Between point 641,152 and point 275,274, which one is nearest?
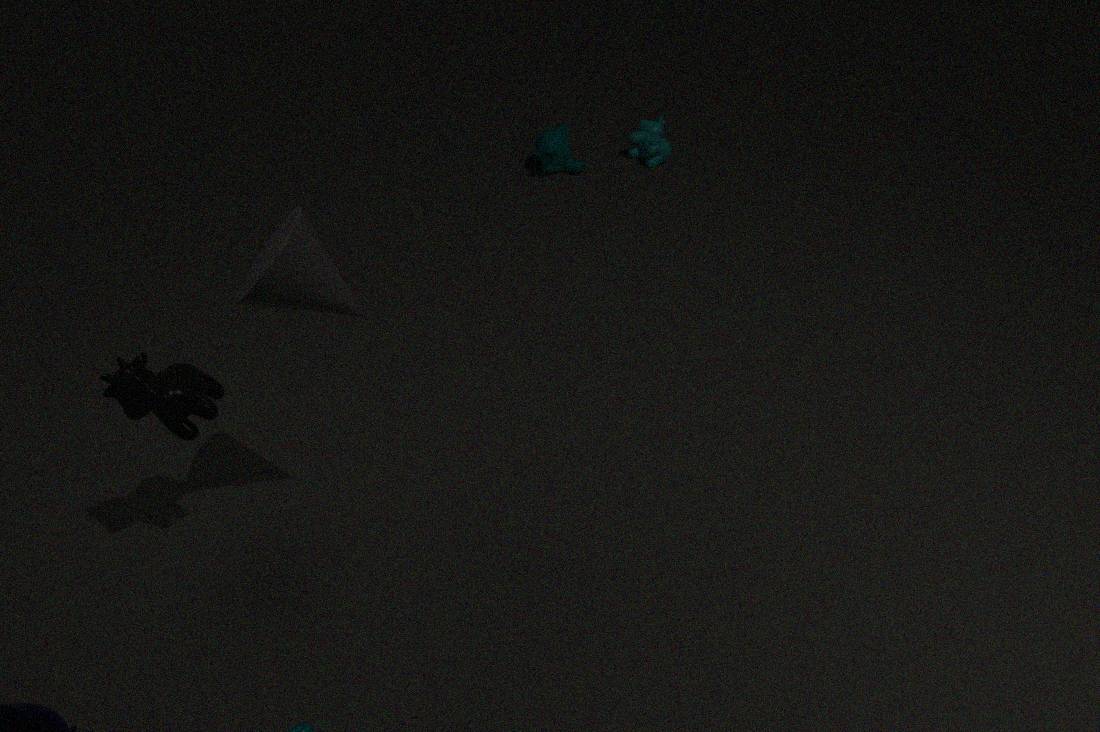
point 275,274
